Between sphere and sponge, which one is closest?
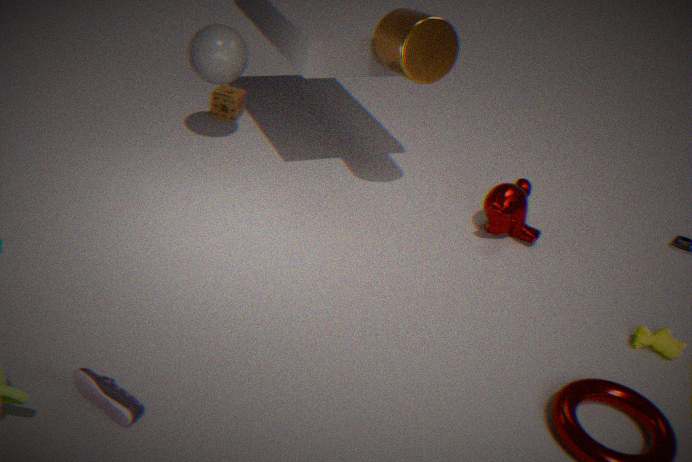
sphere
